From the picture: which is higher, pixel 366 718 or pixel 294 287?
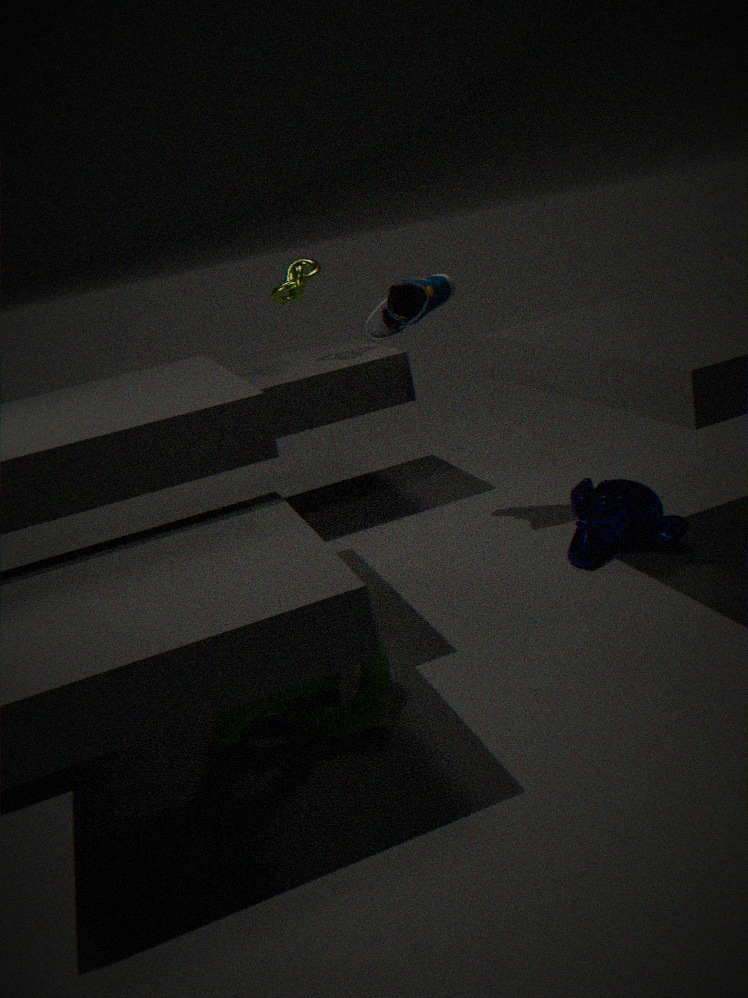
pixel 294 287
